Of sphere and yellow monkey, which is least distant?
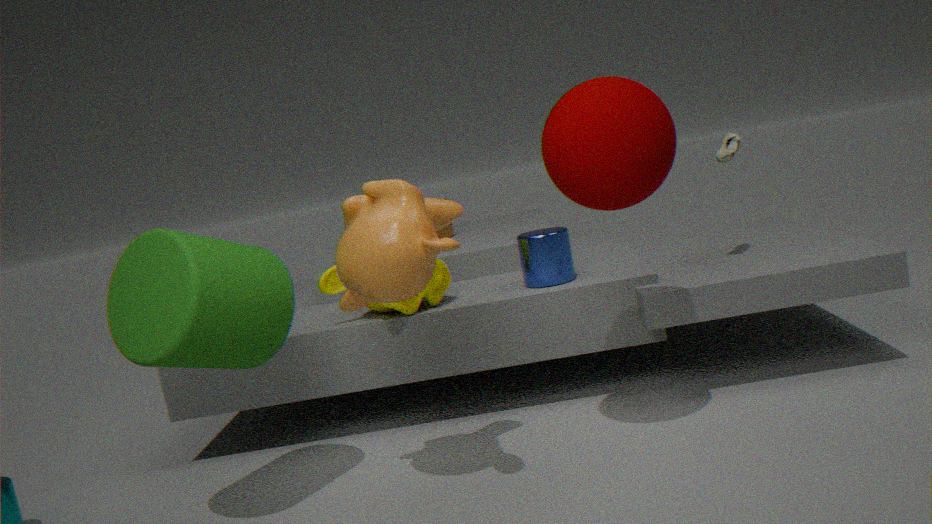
sphere
